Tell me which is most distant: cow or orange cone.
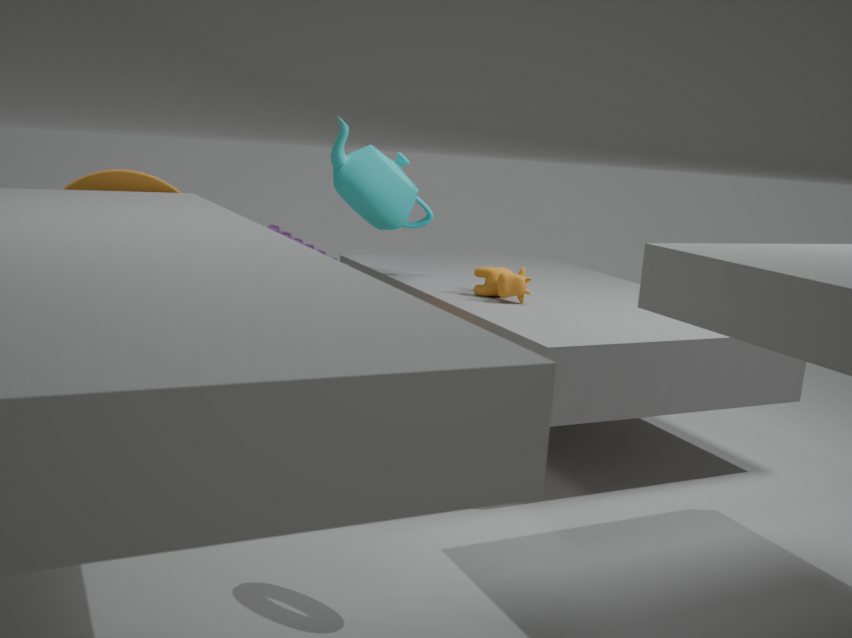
cow
